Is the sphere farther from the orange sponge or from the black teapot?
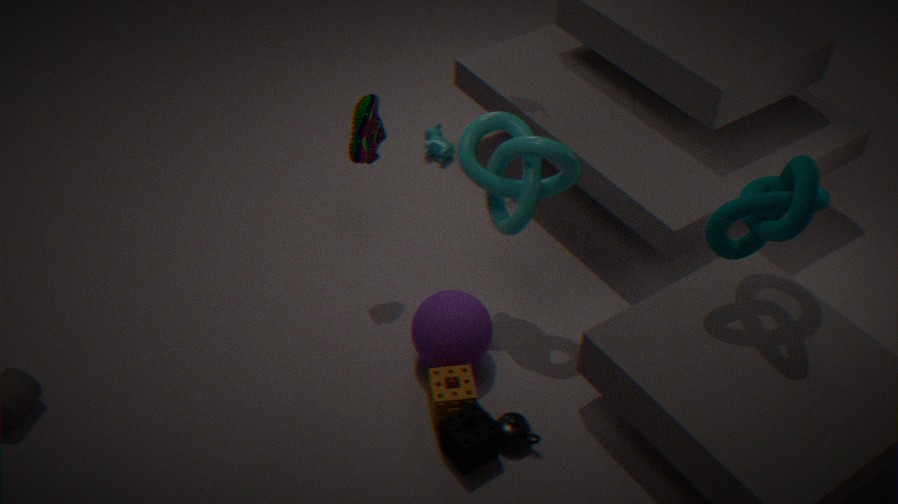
the black teapot
